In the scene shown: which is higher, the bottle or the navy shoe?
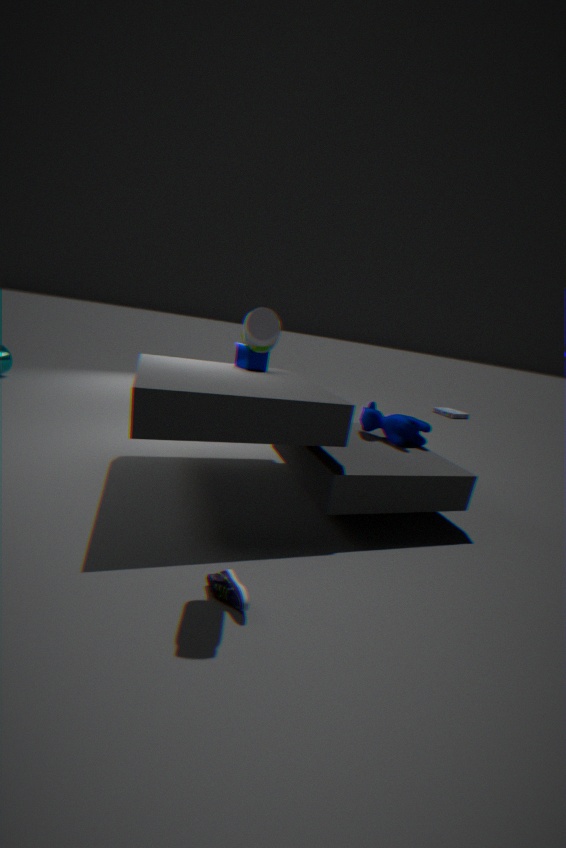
the bottle
